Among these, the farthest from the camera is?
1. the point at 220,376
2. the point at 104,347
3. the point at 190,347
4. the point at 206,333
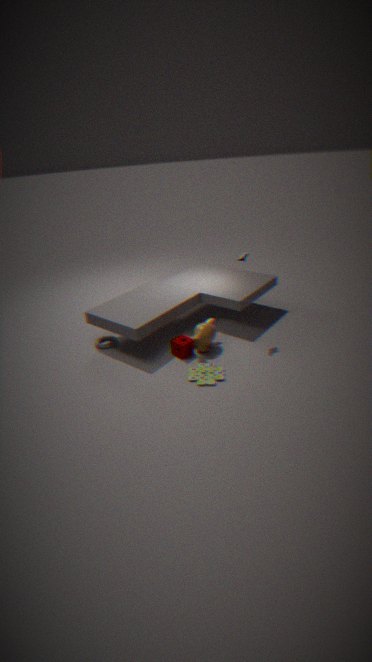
the point at 104,347
